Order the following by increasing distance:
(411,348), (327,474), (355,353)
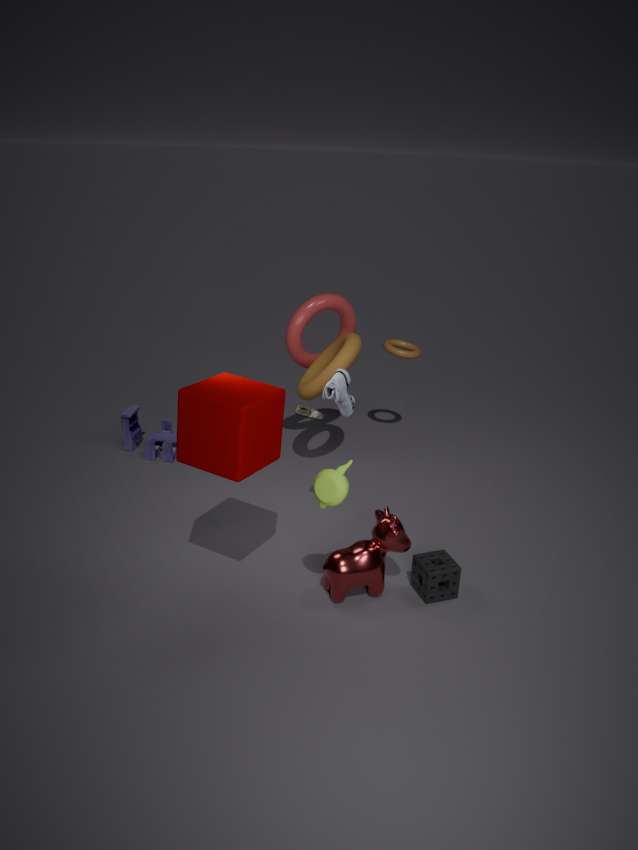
(327,474) < (355,353) < (411,348)
